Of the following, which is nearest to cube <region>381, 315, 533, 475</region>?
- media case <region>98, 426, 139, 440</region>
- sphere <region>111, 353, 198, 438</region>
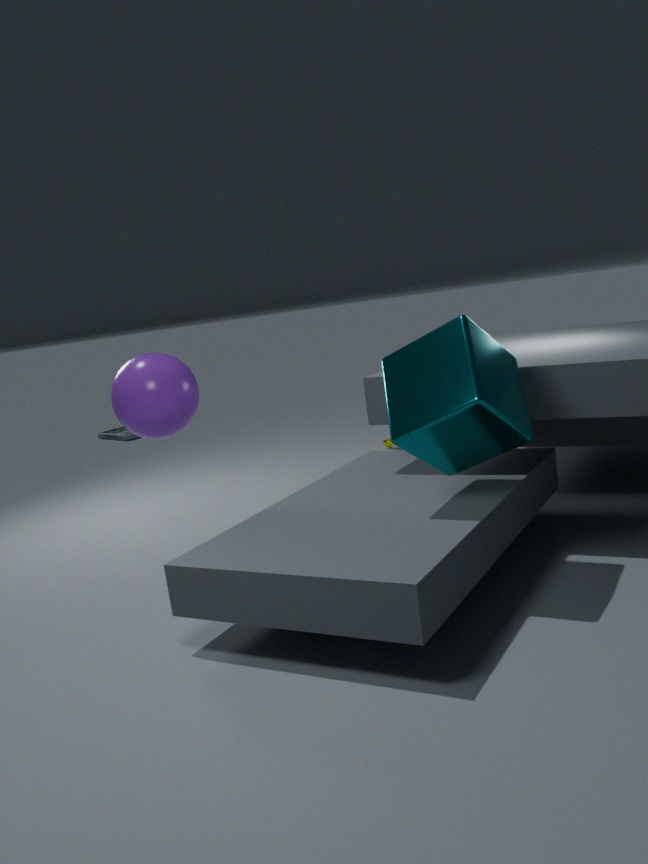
sphere <region>111, 353, 198, 438</region>
